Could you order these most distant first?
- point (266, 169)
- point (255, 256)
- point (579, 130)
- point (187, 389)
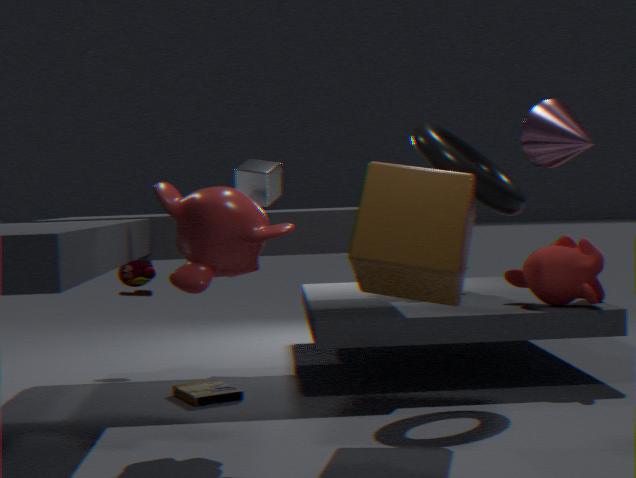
point (266, 169)
point (187, 389)
point (255, 256)
point (579, 130)
